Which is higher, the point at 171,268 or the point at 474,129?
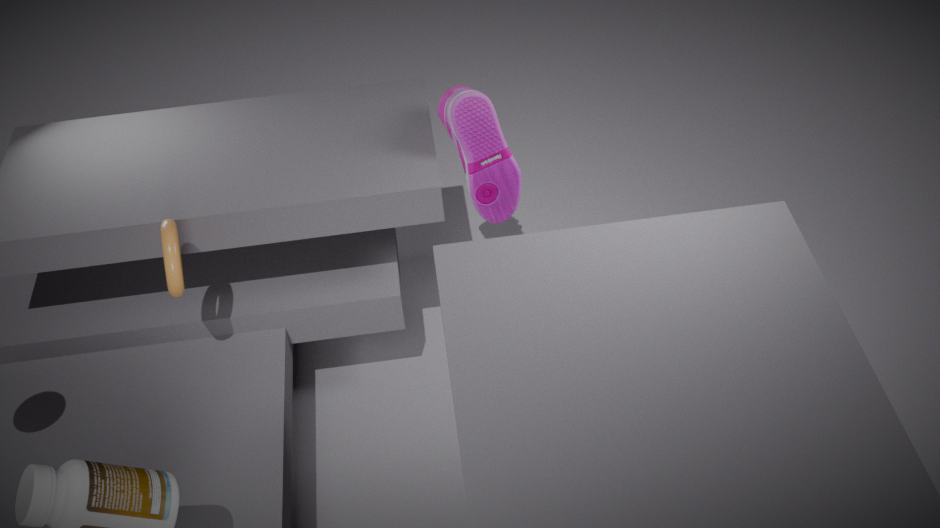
the point at 474,129
